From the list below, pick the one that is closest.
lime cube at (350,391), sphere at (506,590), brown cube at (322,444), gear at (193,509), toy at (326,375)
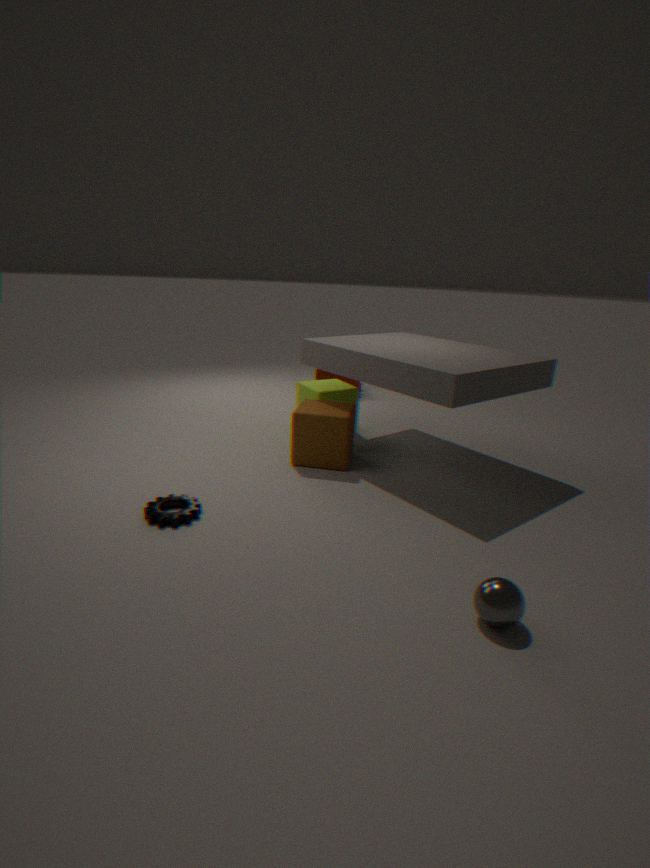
sphere at (506,590)
